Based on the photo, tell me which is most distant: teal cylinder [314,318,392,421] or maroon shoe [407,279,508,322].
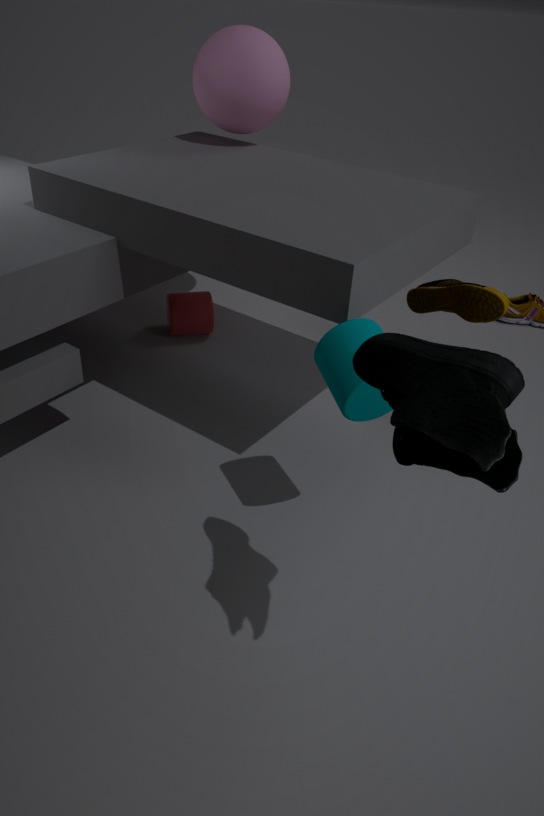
maroon shoe [407,279,508,322]
